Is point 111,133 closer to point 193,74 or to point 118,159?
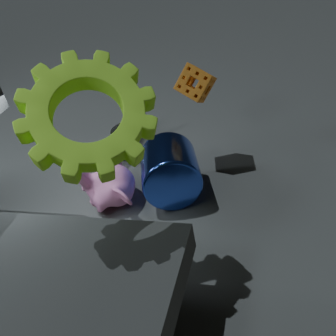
point 193,74
